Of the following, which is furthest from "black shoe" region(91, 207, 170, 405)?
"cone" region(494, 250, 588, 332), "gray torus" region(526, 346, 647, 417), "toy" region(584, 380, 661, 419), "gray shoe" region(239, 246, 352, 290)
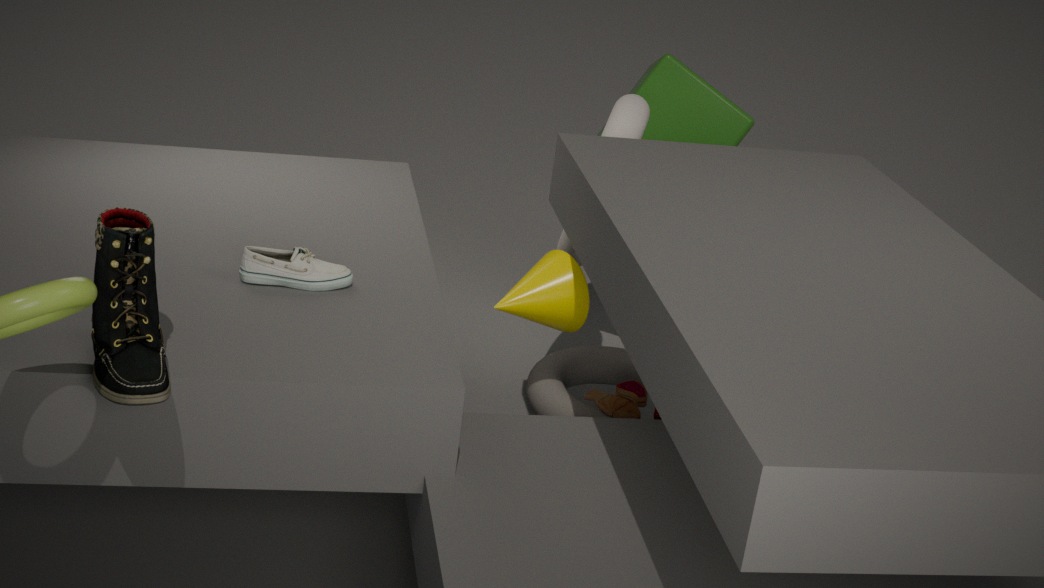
"toy" region(584, 380, 661, 419)
